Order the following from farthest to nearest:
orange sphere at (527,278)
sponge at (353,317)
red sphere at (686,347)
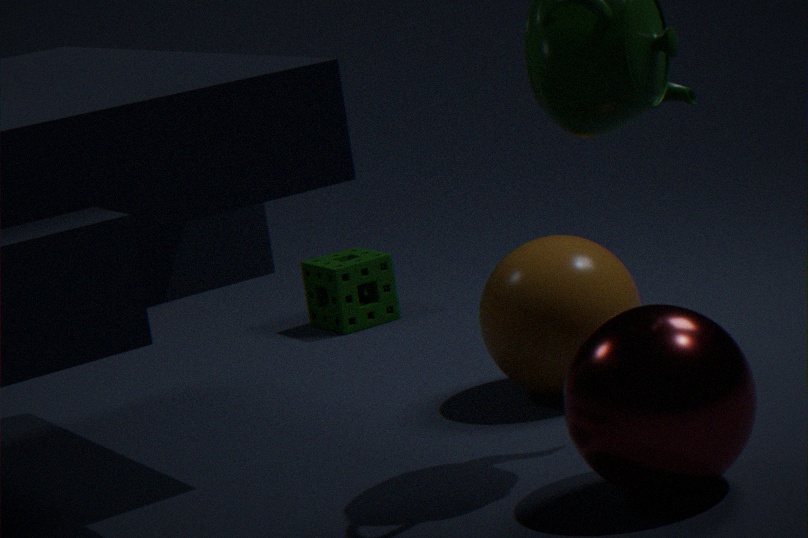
sponge at (353,317) < orange sphere at (527,278) < red sphere at (686,347)
